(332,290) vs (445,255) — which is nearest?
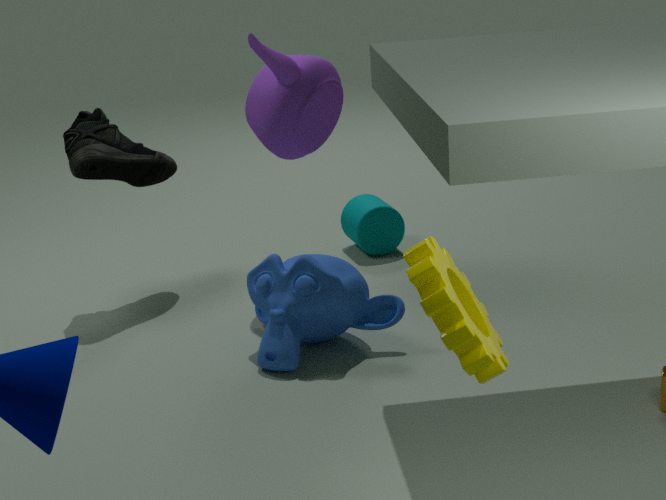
(445,255)
